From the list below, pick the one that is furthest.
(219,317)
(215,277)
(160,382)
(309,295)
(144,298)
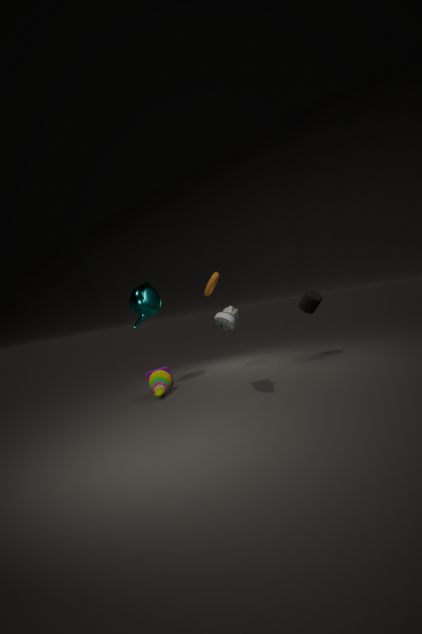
(309,295)
